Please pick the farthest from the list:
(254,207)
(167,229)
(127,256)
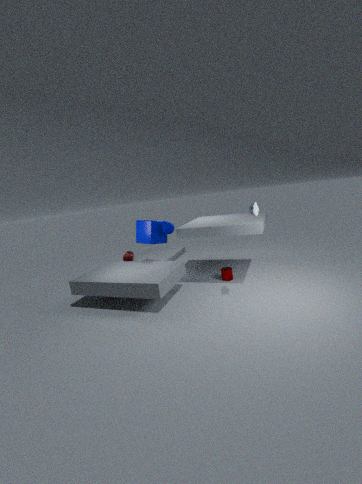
(127,256)
